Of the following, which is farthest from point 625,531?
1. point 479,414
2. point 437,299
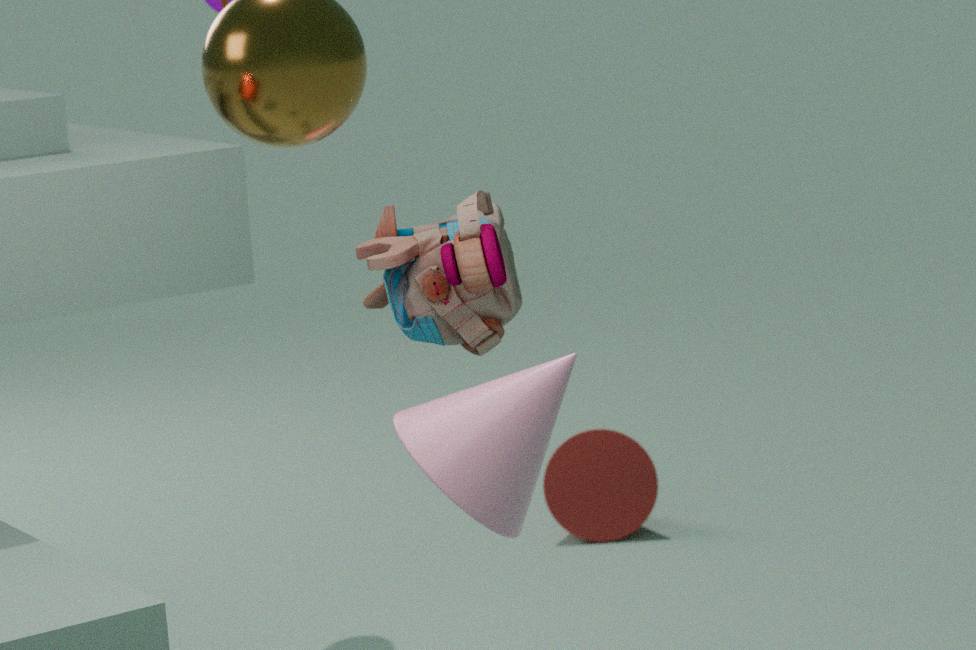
point 479,414
